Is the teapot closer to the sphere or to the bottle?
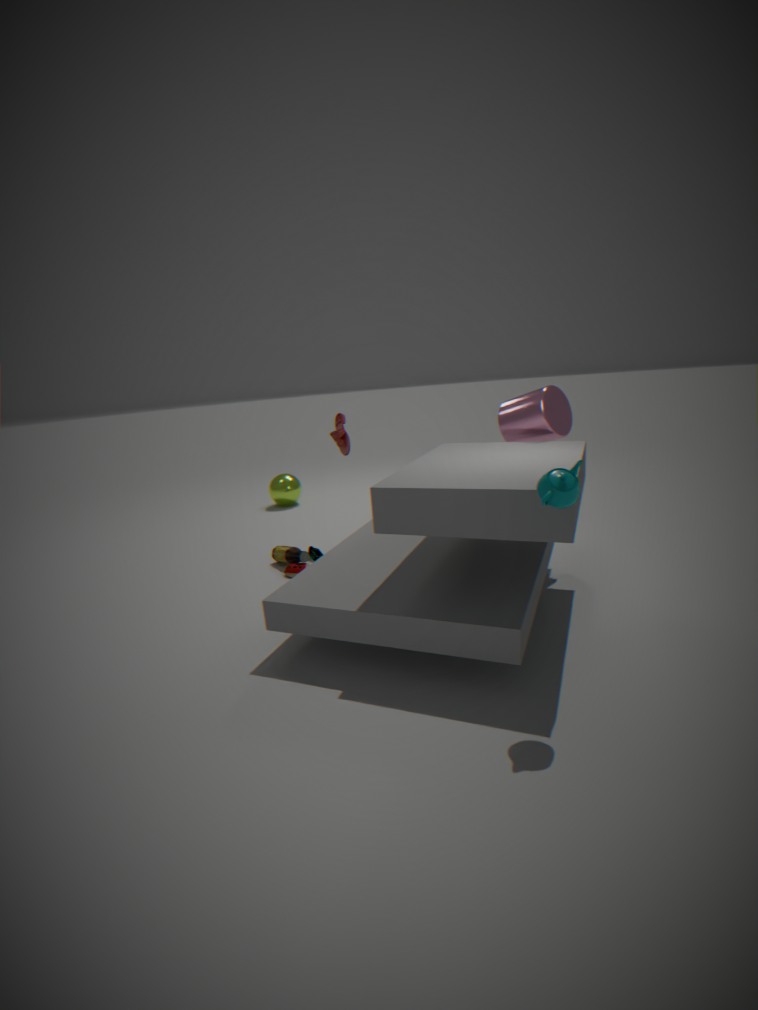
the bottle
